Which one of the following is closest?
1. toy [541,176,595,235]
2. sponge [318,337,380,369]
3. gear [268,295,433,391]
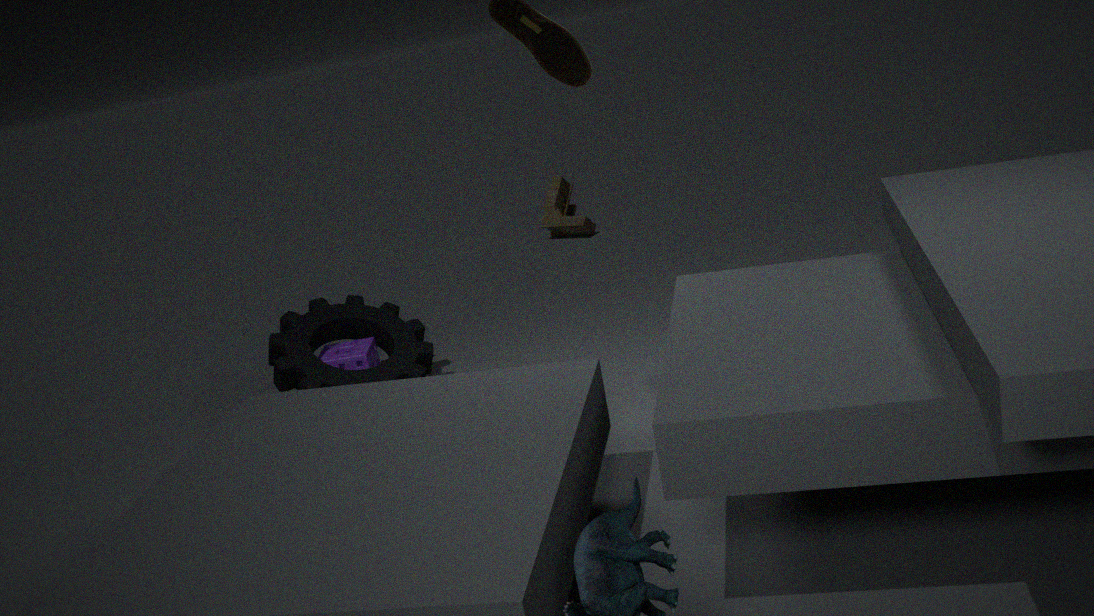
gear [268,295,433,391]
